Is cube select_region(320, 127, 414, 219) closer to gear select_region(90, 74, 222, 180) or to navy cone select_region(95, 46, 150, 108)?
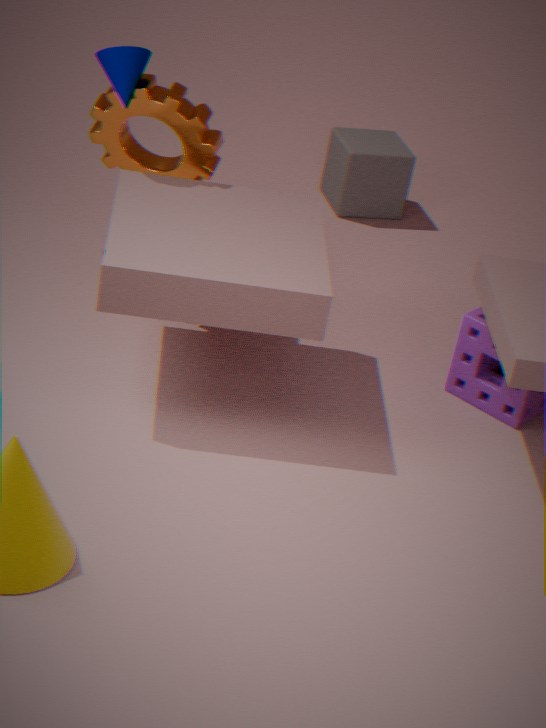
gear select_region(90, 74, 222, 180)
